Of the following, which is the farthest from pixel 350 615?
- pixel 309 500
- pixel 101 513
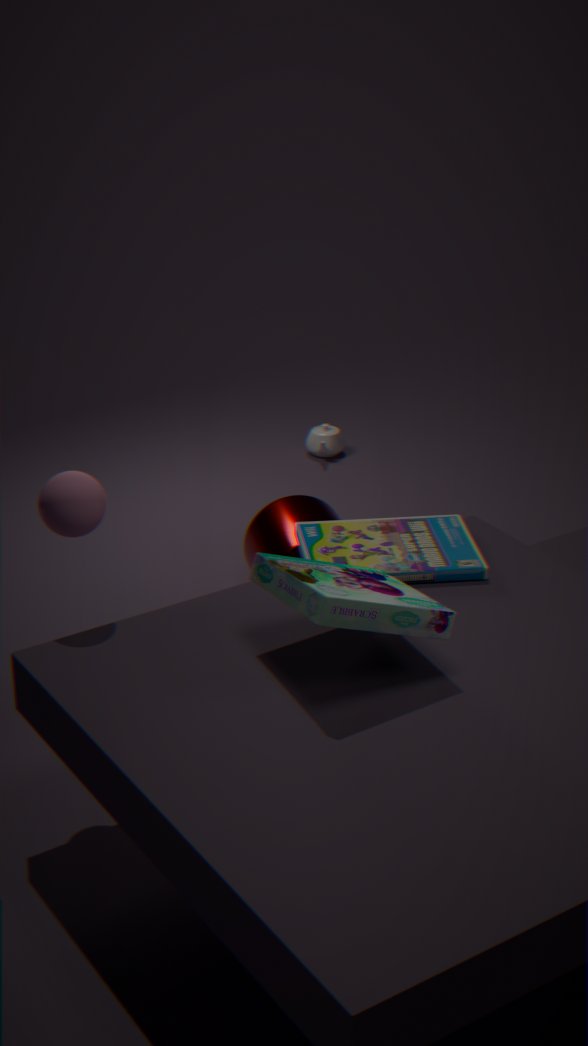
pixel 309 500
